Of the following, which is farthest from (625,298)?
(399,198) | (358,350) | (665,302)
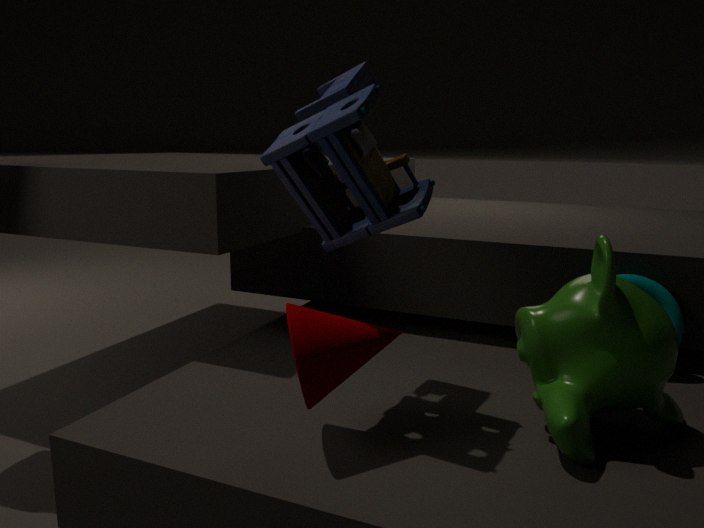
(399,198)
